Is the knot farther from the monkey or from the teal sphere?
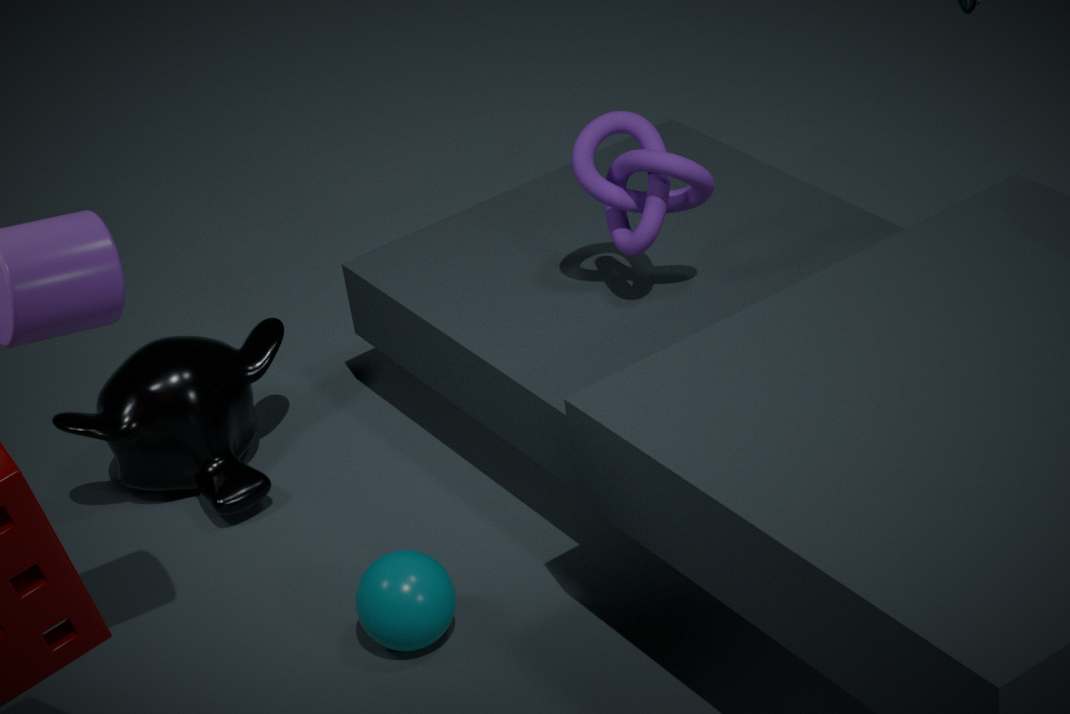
the monkey
